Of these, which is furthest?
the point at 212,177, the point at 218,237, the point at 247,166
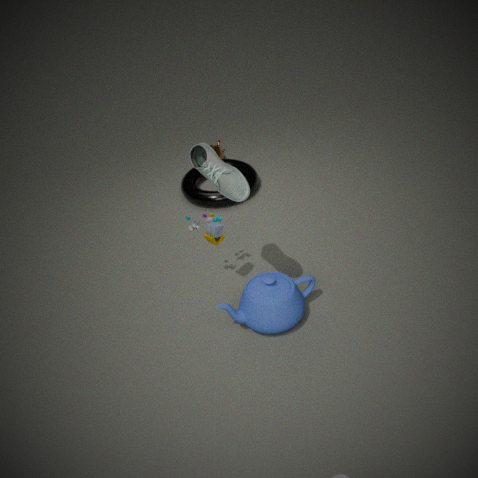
the point at 247,166
